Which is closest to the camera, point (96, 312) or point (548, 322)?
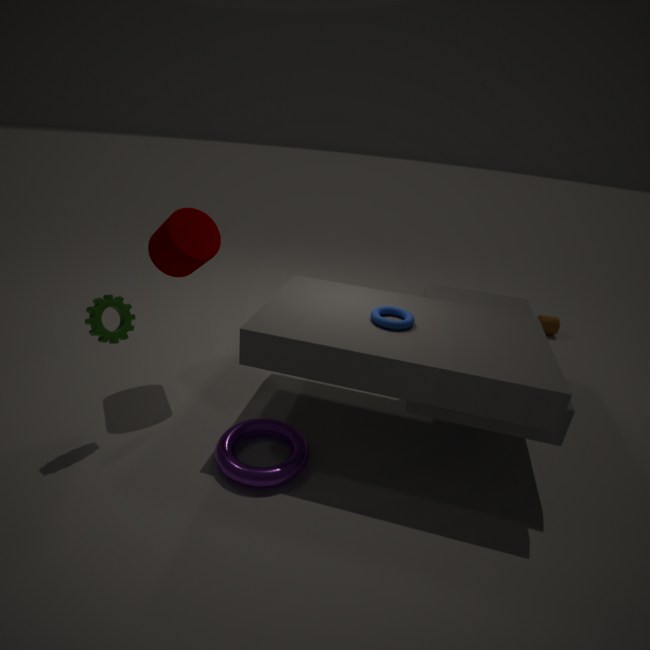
point (96, 312)
